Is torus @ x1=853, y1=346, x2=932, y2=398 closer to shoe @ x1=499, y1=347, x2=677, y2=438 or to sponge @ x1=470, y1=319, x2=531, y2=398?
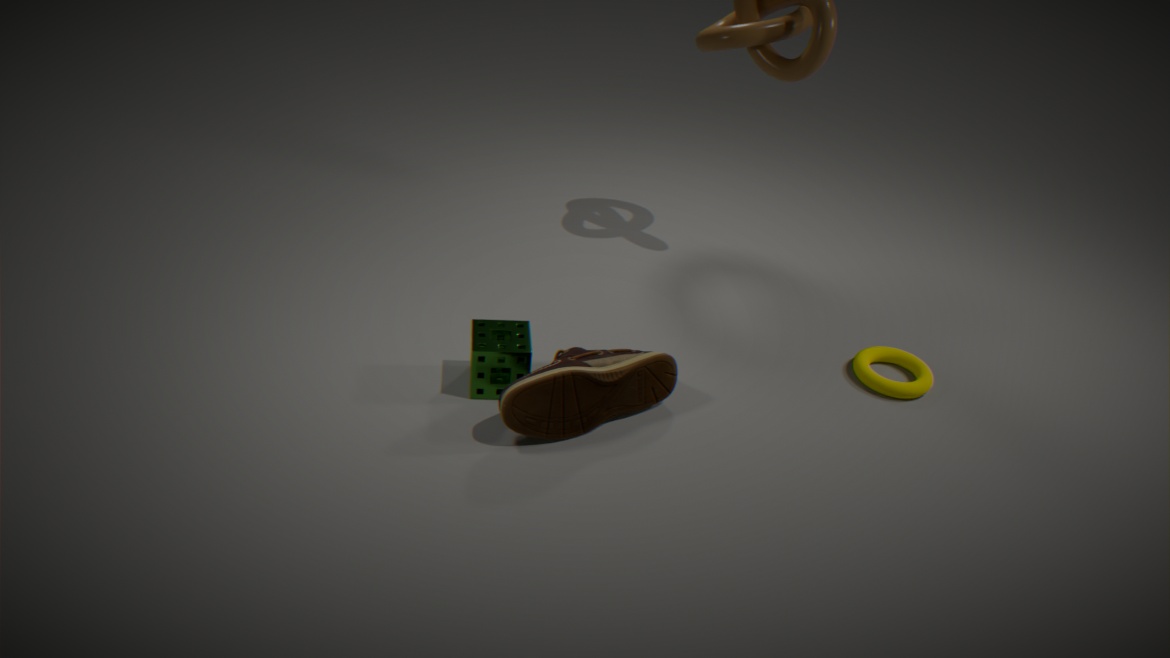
shoe @ x1=499, y1=347, x2=677, y2=438
